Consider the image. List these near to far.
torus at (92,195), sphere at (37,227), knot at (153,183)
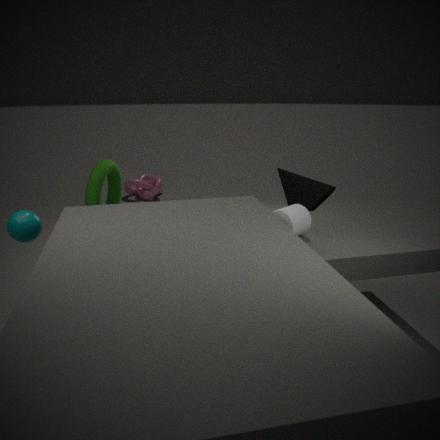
sphere at (37,227), torus at (92,195), knot at (153,183)
